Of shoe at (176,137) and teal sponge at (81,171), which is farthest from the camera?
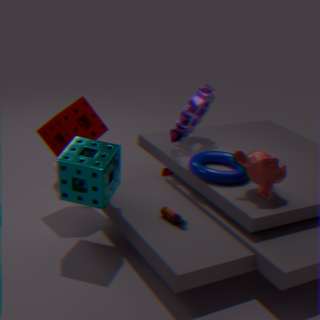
shoe at (176,137)
